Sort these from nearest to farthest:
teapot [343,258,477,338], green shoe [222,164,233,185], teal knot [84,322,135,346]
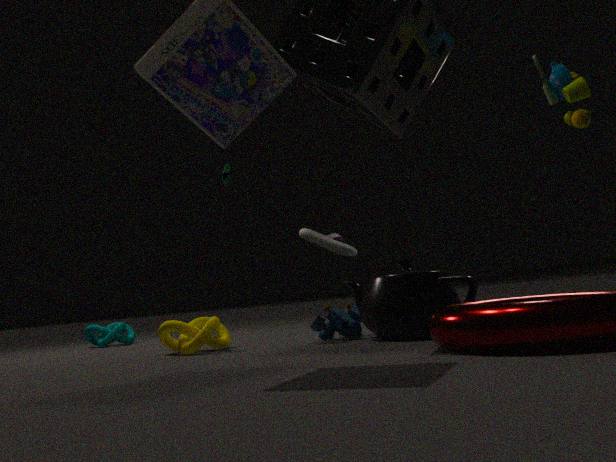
teapot [343,258,477,338] < teal knot [84,322,135,346] < green shoe [222,164,233,185]
